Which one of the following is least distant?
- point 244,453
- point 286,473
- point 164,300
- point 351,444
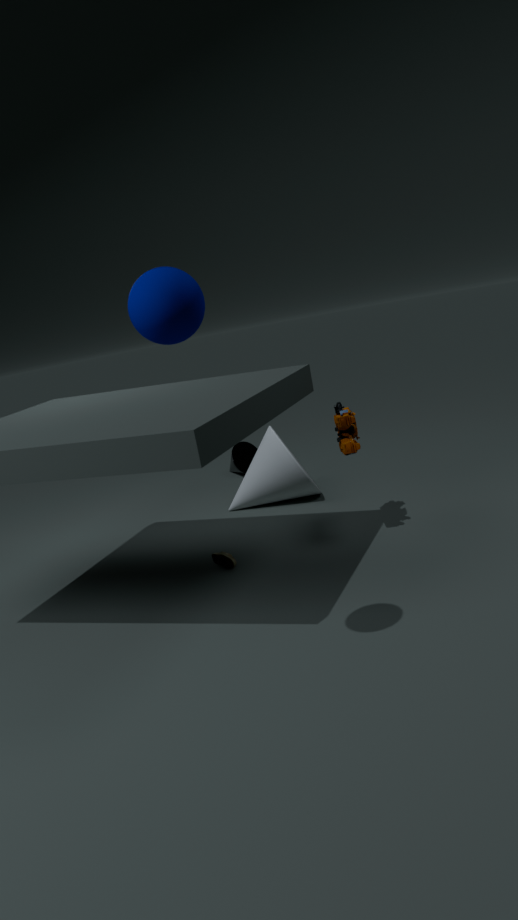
point 164,300
